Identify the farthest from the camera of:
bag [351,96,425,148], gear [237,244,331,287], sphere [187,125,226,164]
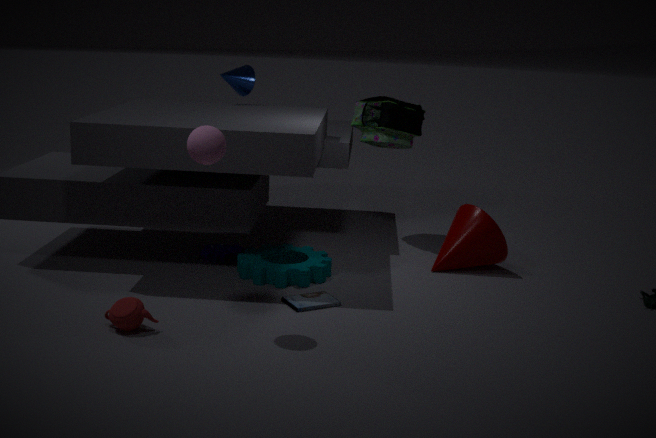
bag [351,96,425,148]
